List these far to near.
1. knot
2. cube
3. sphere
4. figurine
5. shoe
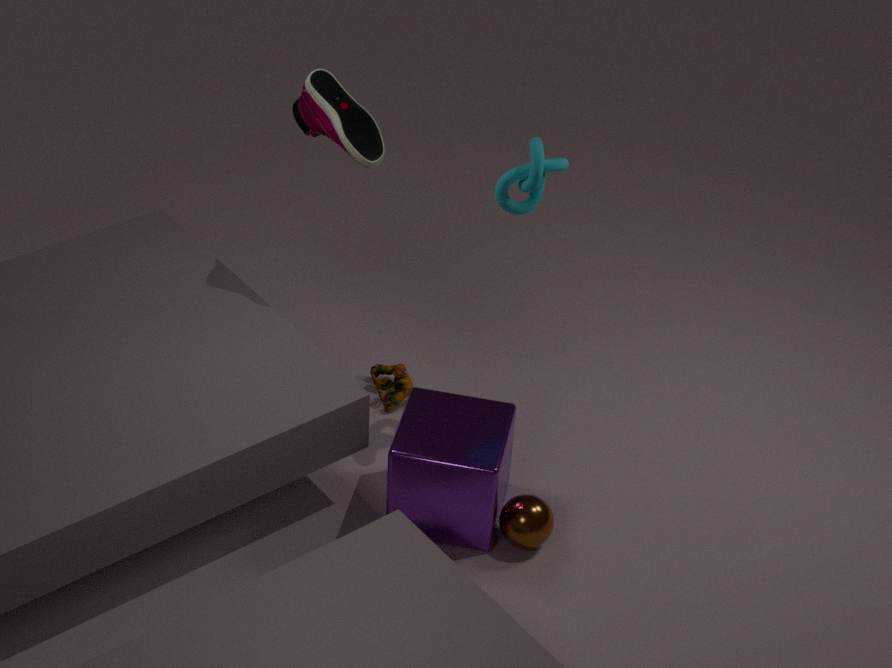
1. figurine
2. shoe
3. sphere
4. cube
5. knot
